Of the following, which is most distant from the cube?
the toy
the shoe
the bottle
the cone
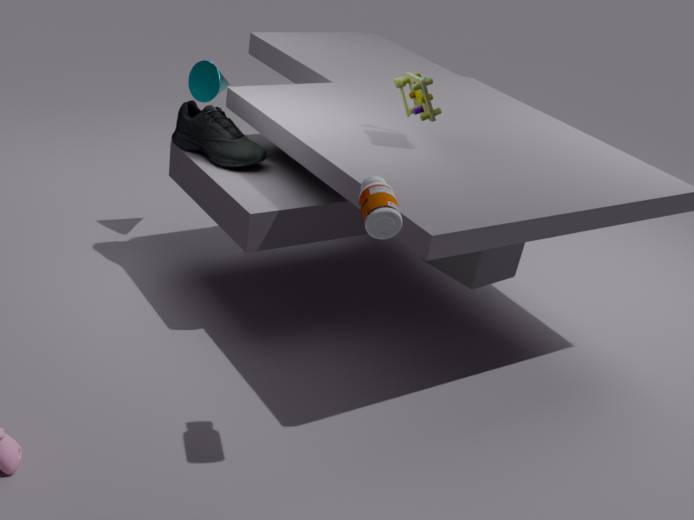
the cone
